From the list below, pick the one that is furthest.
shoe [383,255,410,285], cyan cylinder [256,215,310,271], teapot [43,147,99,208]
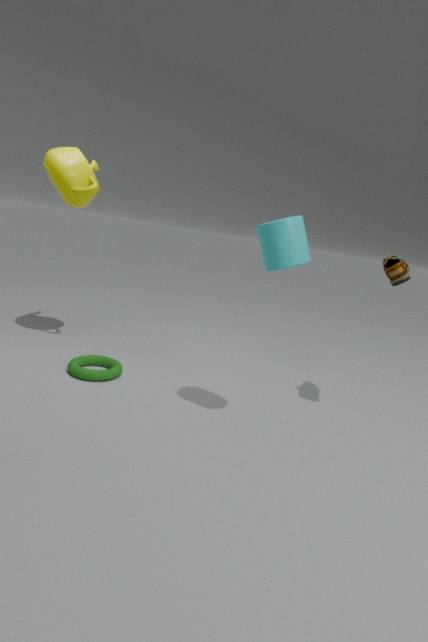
teapot [43,147,99,208]
